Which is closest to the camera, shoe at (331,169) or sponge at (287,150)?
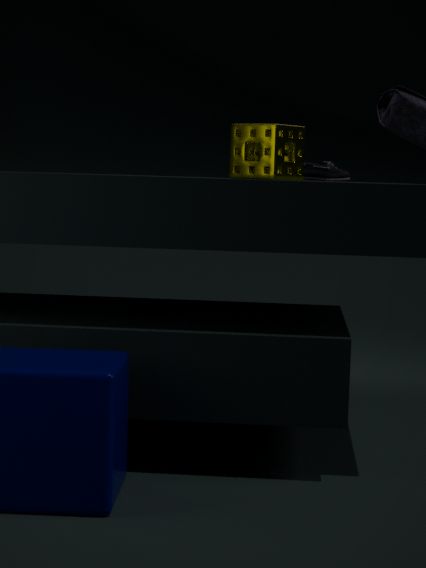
sponge at (287,150)
